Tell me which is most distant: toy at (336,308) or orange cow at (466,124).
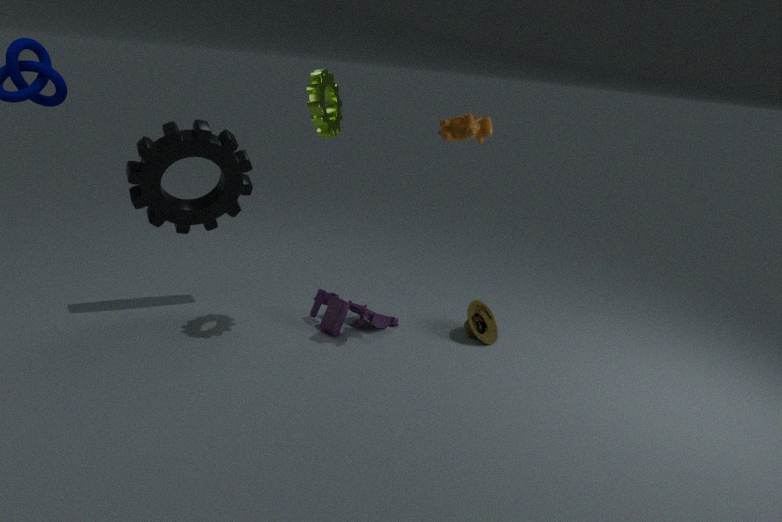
toy at (336,308)
